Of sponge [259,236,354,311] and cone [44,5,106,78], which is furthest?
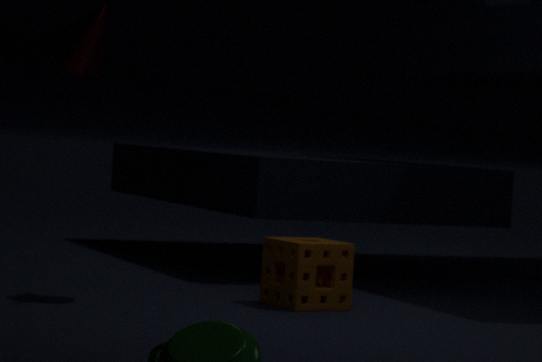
cone [44,5,106,78]
